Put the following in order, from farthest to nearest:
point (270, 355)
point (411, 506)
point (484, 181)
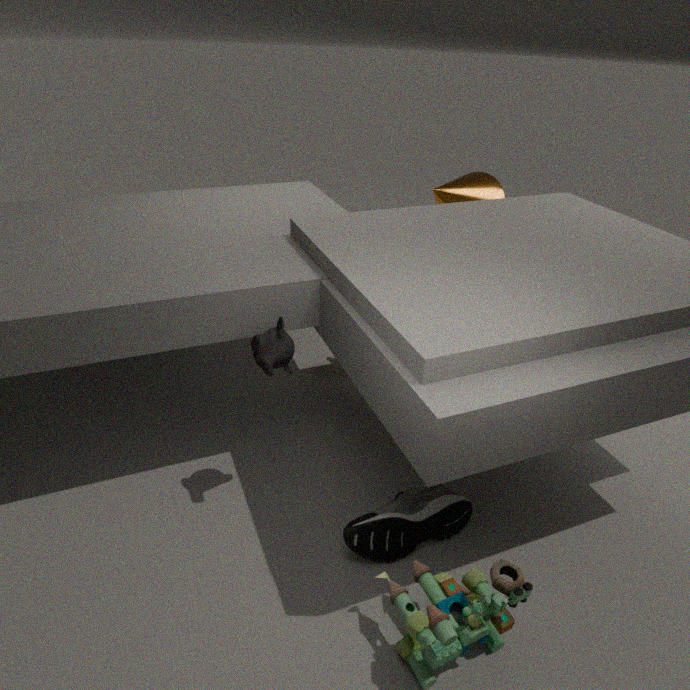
point (484, 181), point (411, 506), point (270, 355)
